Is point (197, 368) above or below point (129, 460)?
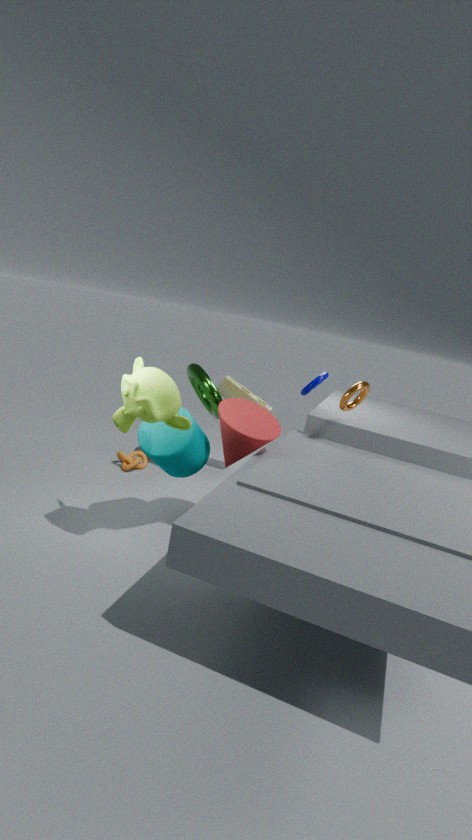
above
